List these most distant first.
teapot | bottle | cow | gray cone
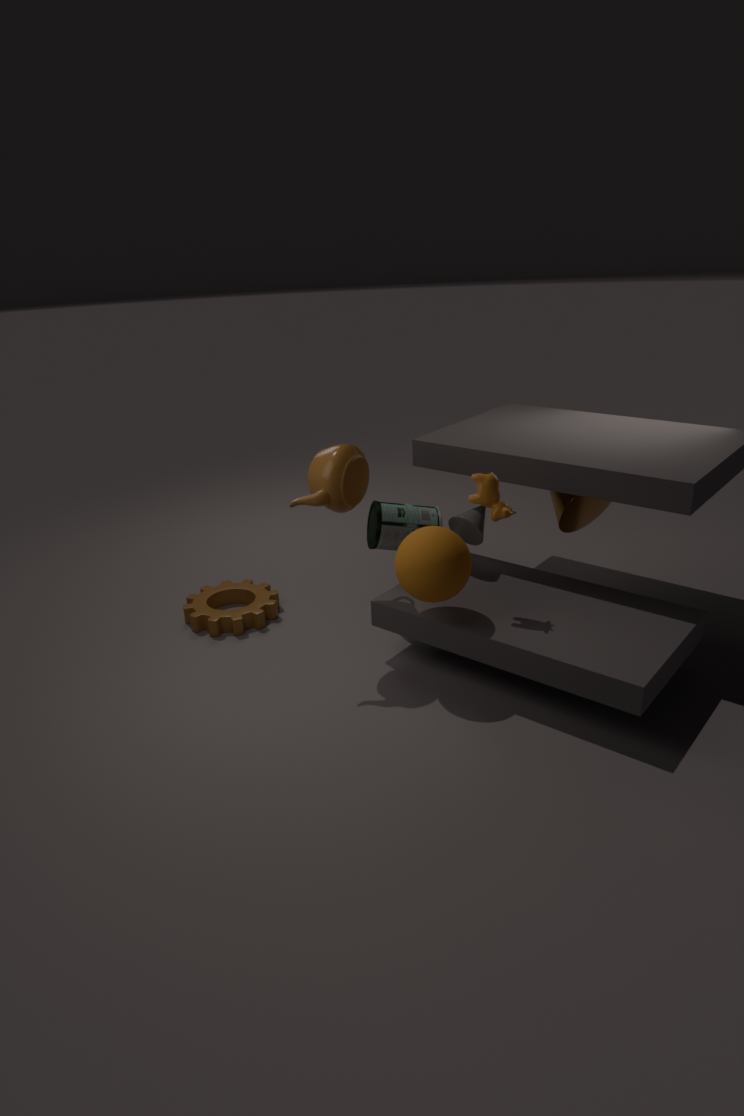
bottle → gray cone → teapot → cow
